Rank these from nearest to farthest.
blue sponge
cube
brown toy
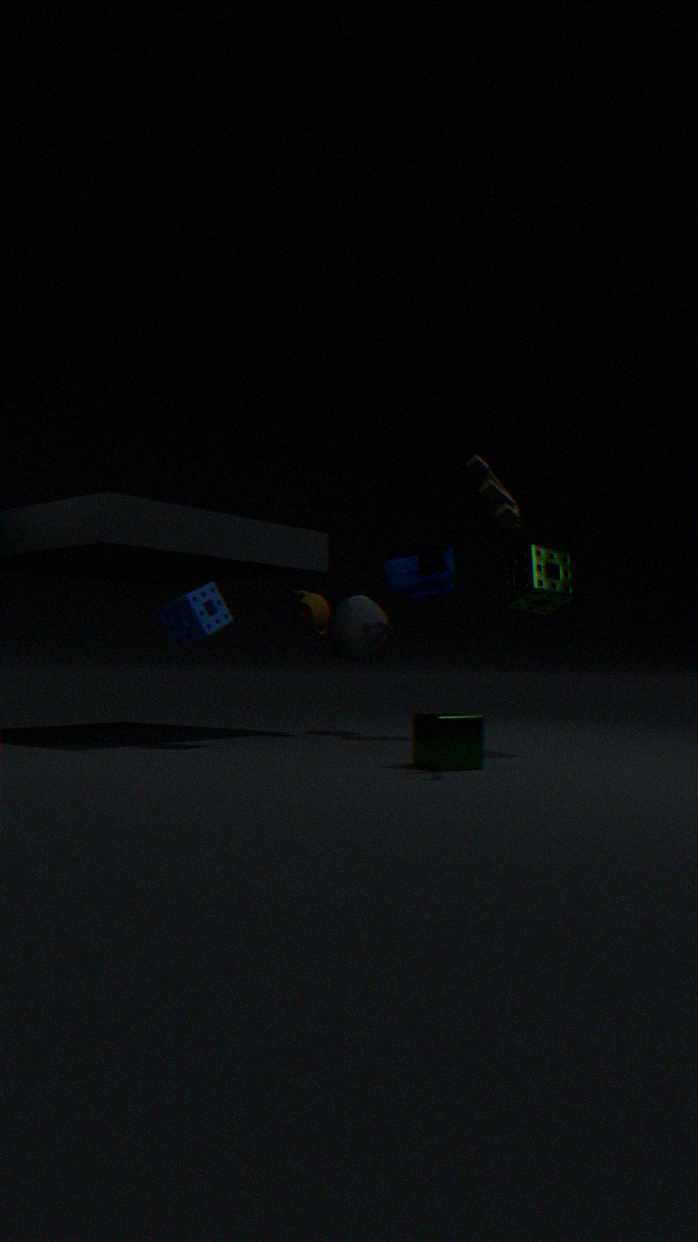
brown toy, cube, blue sponge
